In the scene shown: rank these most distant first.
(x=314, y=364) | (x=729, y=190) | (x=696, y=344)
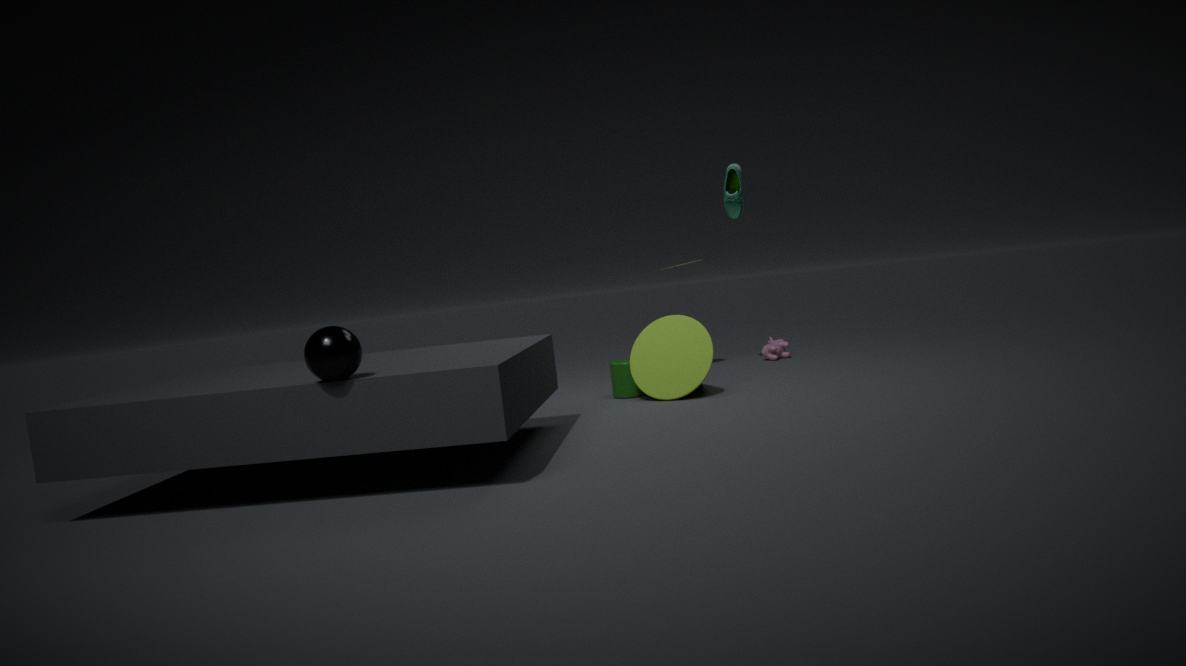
(x=729, y=190) → (x=696, y=344) → (x=314, y=364)
